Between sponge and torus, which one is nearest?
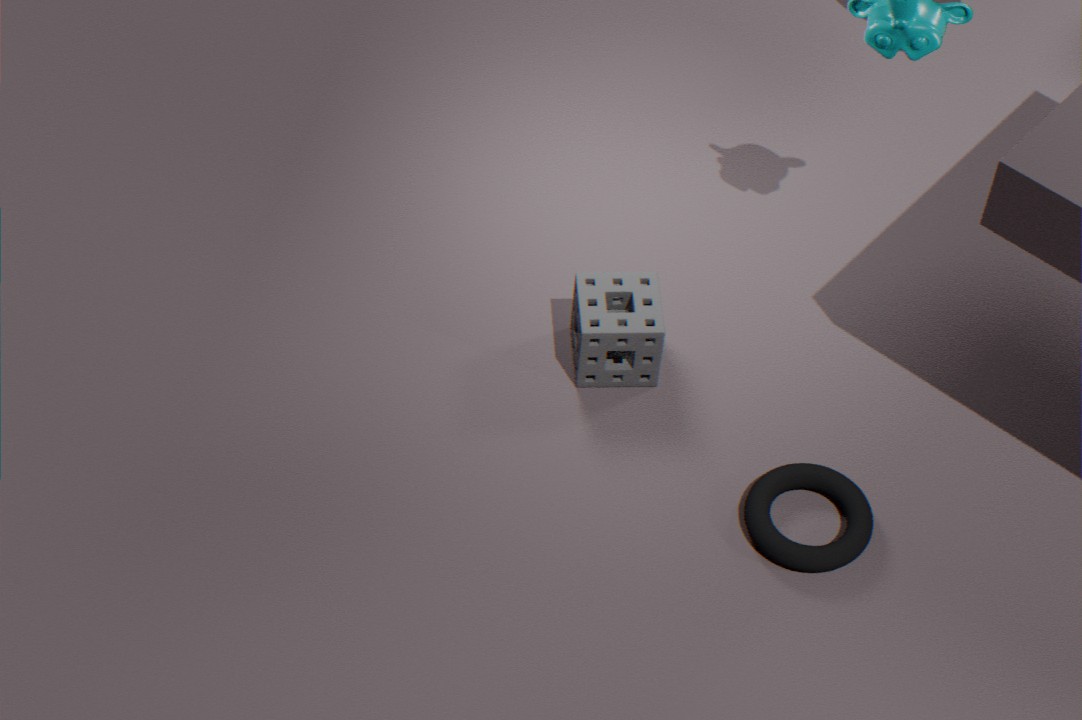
torus
